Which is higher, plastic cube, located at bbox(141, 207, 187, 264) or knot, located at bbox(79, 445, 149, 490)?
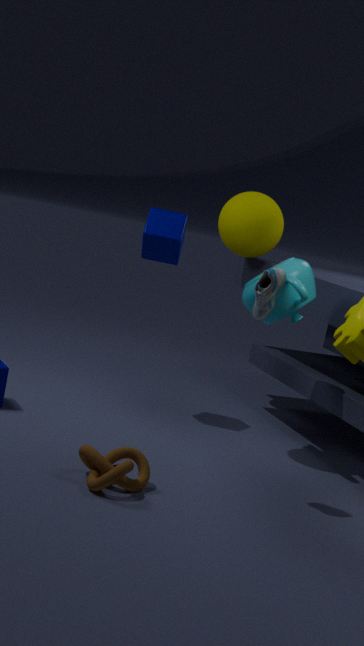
plastic cube, located at bbox(141, 207, 187, 264)
